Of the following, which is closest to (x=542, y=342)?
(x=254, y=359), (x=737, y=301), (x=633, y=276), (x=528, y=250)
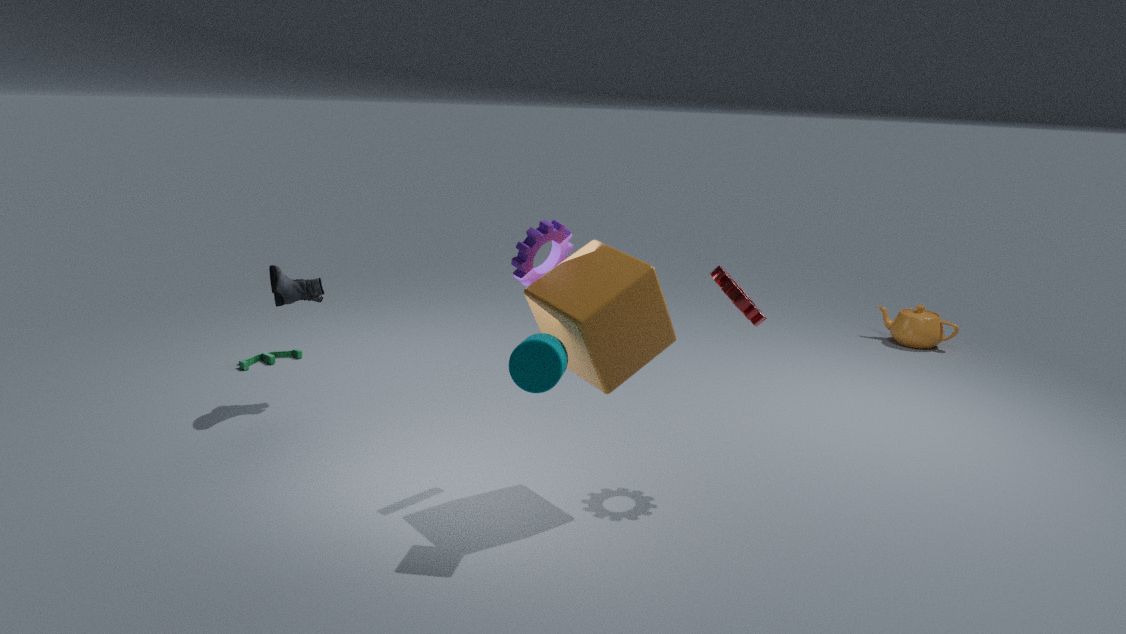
(x=633, y=276)
